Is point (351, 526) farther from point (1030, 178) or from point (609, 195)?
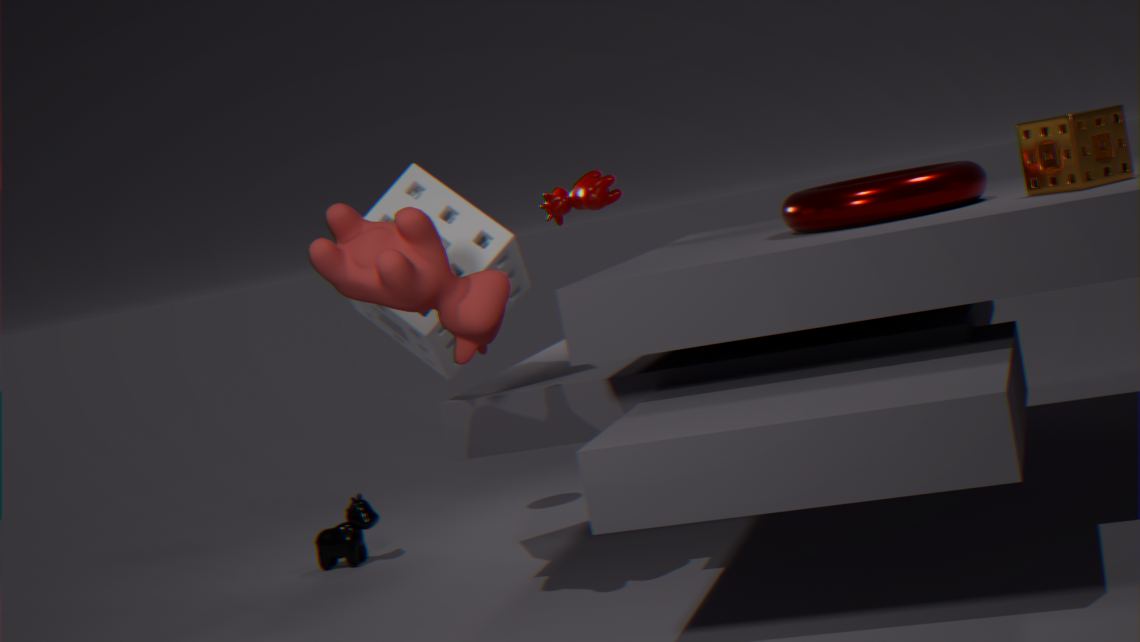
point (1030, 178)
